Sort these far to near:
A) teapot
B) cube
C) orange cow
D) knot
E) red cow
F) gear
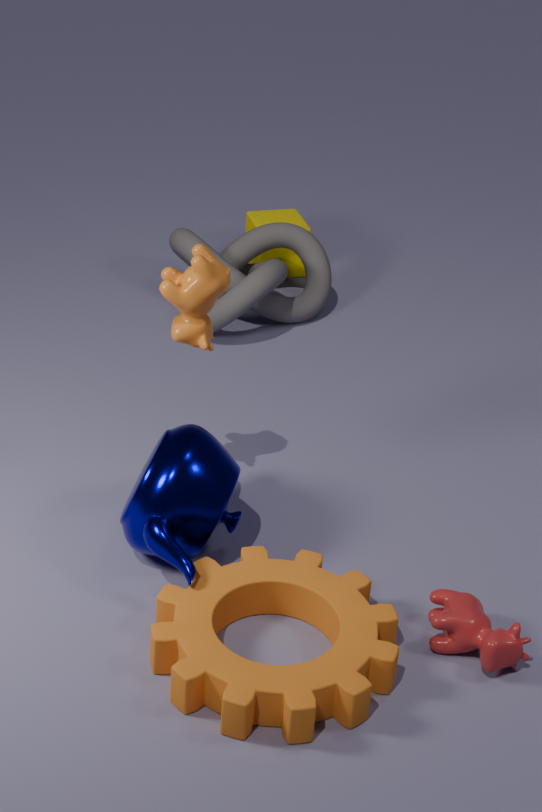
cube, knot, orange cow, teapot, red cow, gear
